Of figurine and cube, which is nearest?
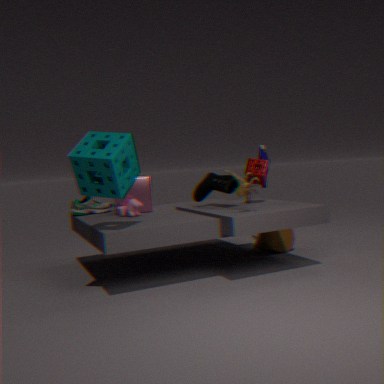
figurine
